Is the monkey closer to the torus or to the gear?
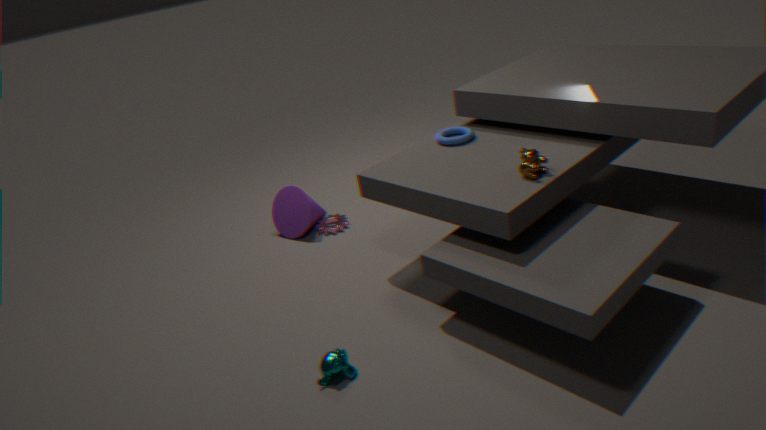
the gear
